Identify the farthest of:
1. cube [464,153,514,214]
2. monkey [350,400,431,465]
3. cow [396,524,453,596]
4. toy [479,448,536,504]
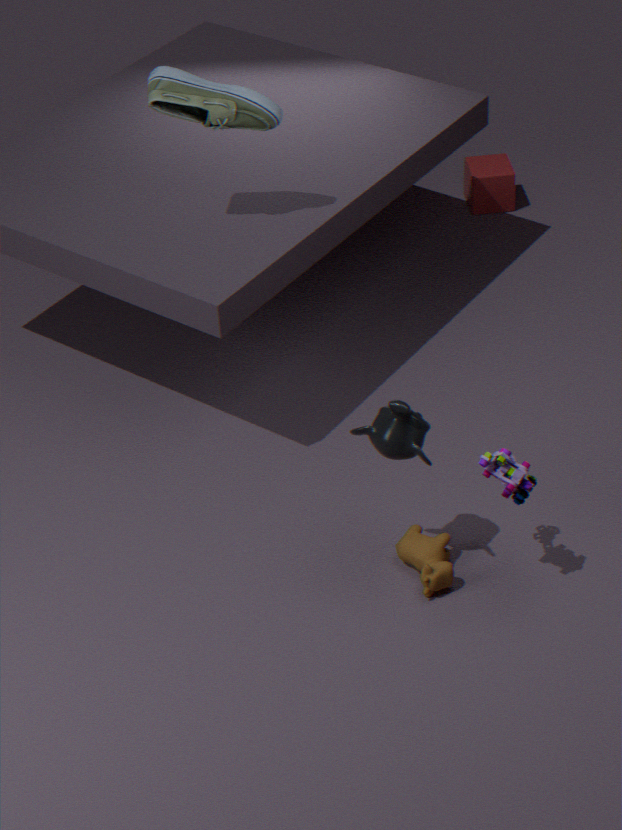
cube [464,153,514,214]
